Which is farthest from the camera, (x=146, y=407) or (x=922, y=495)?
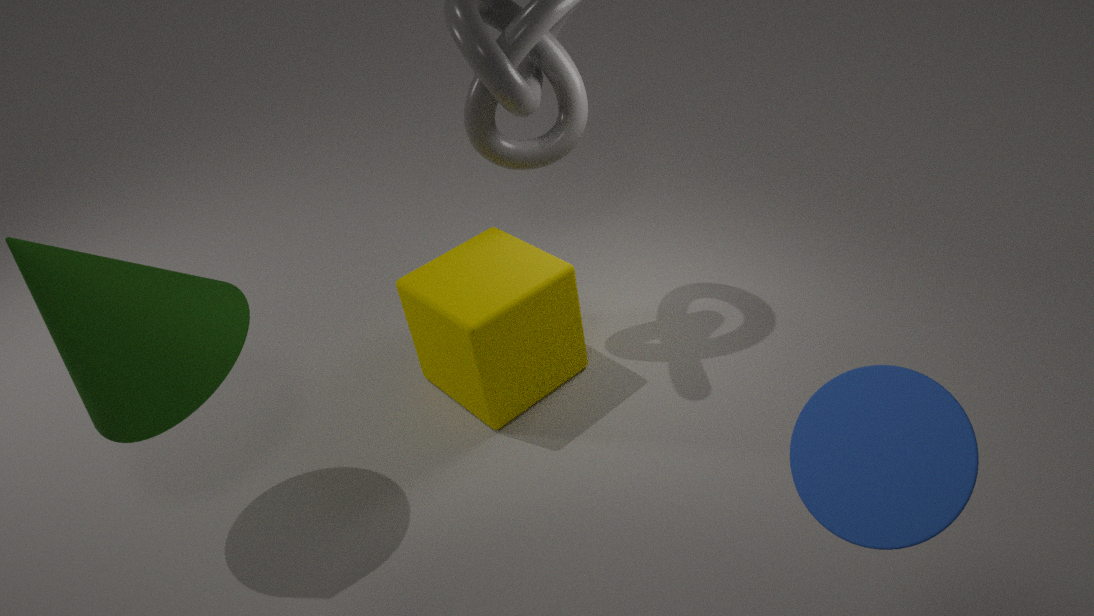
(x=146, y=407)
